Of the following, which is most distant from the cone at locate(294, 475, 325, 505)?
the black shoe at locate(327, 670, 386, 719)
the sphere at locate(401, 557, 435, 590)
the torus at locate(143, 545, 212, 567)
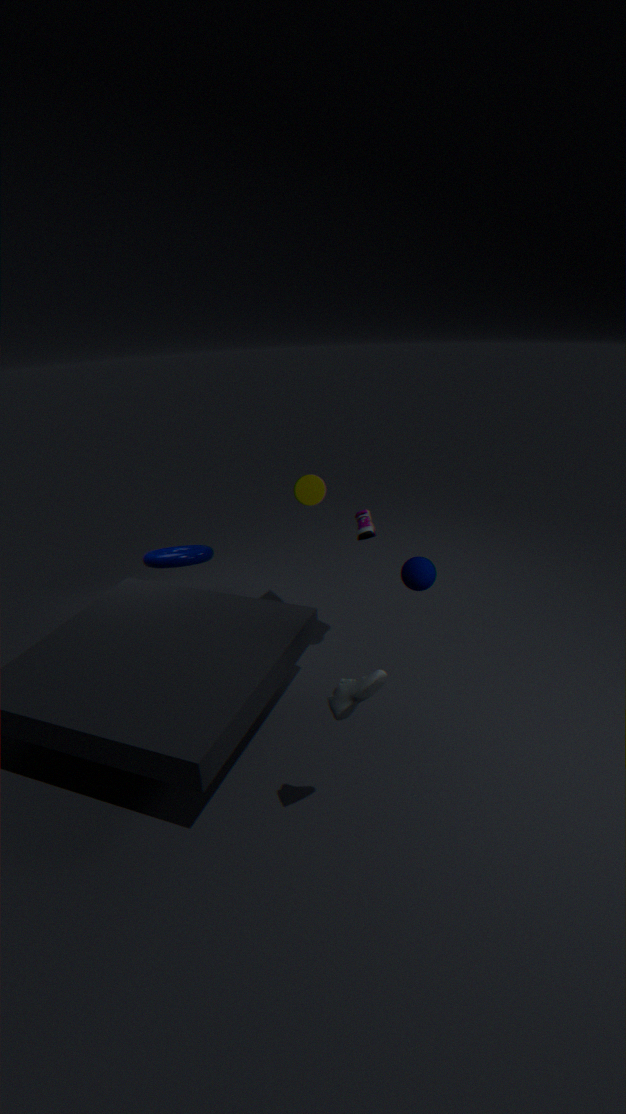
the black shoe at locate(327, 670, 386, 719)
